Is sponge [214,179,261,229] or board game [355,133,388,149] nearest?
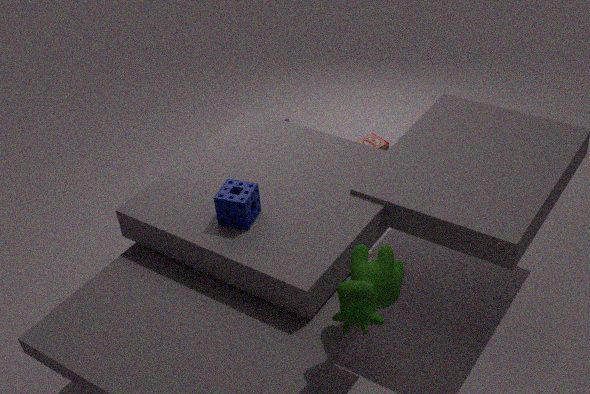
sponge [214,179,261,229]
